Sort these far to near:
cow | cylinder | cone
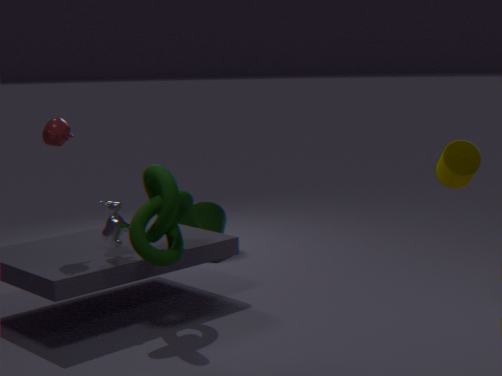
1. cone
2. cow
3. cylinder
